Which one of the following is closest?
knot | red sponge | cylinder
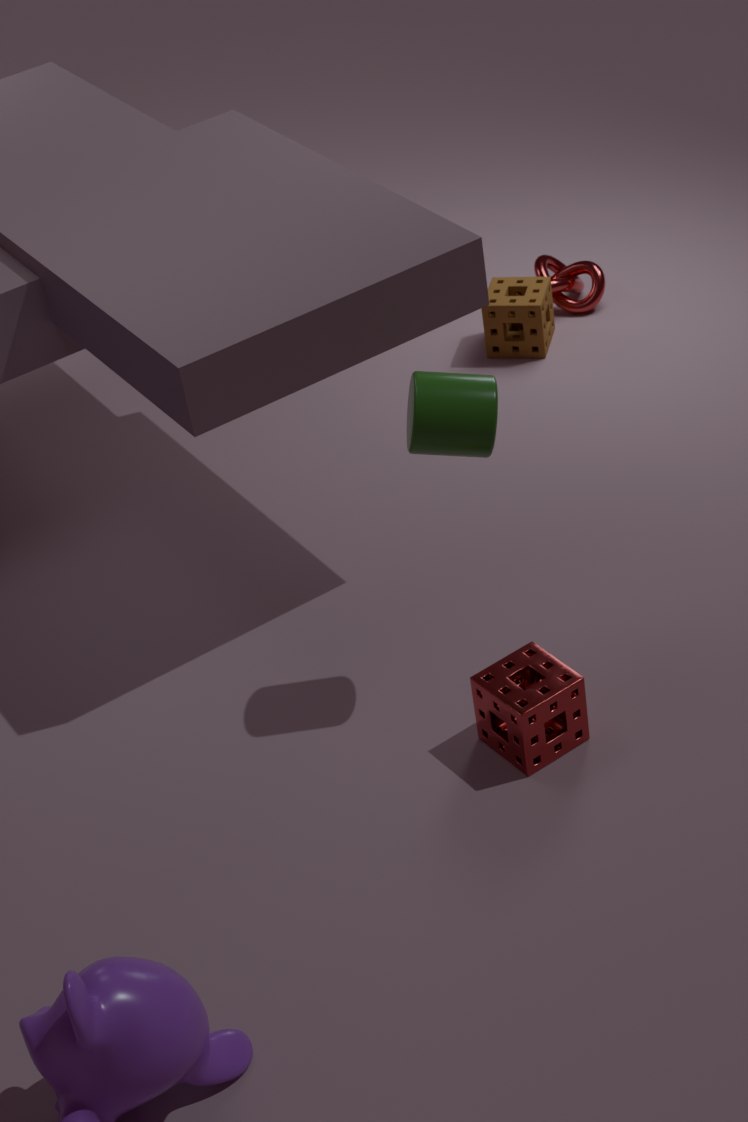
cylinder
